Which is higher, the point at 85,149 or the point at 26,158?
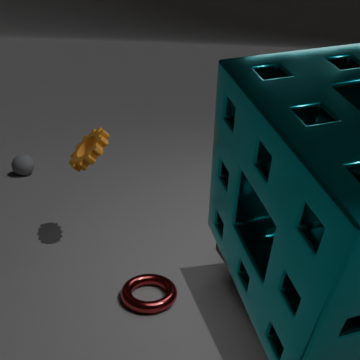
the point at 85,149
